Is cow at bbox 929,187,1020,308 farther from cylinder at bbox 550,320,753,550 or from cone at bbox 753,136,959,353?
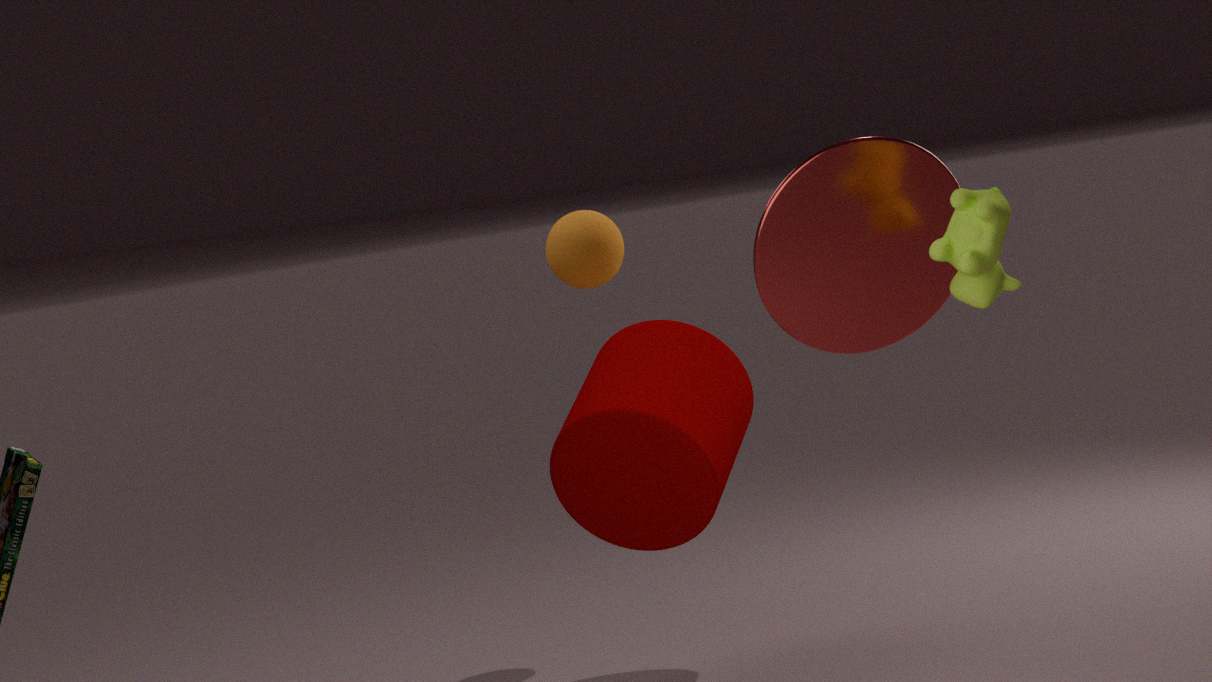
cylinder at bbox 550,320,753,550
